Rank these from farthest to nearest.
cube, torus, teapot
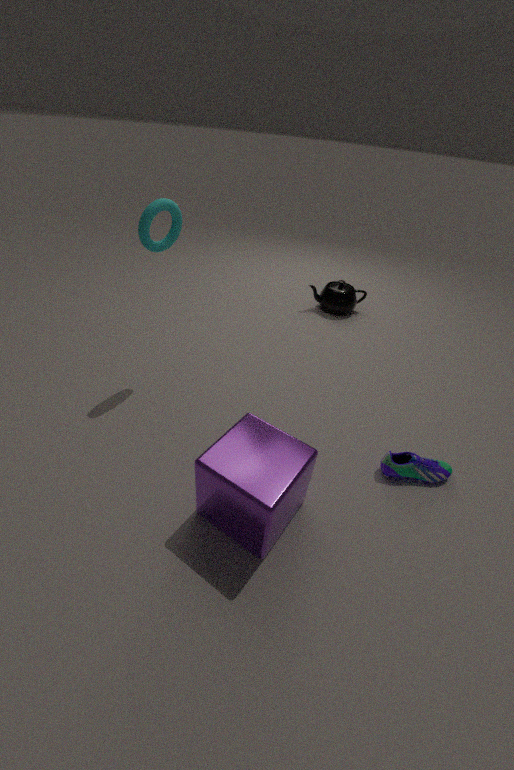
teapot, torus, cube
